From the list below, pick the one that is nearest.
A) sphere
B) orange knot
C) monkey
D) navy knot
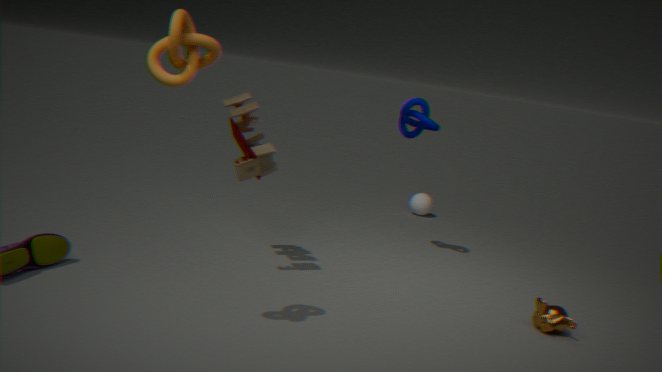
orange knot
